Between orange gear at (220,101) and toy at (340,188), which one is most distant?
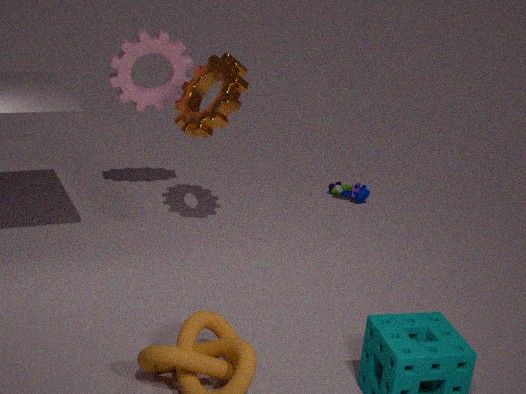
toy at (340,188)
